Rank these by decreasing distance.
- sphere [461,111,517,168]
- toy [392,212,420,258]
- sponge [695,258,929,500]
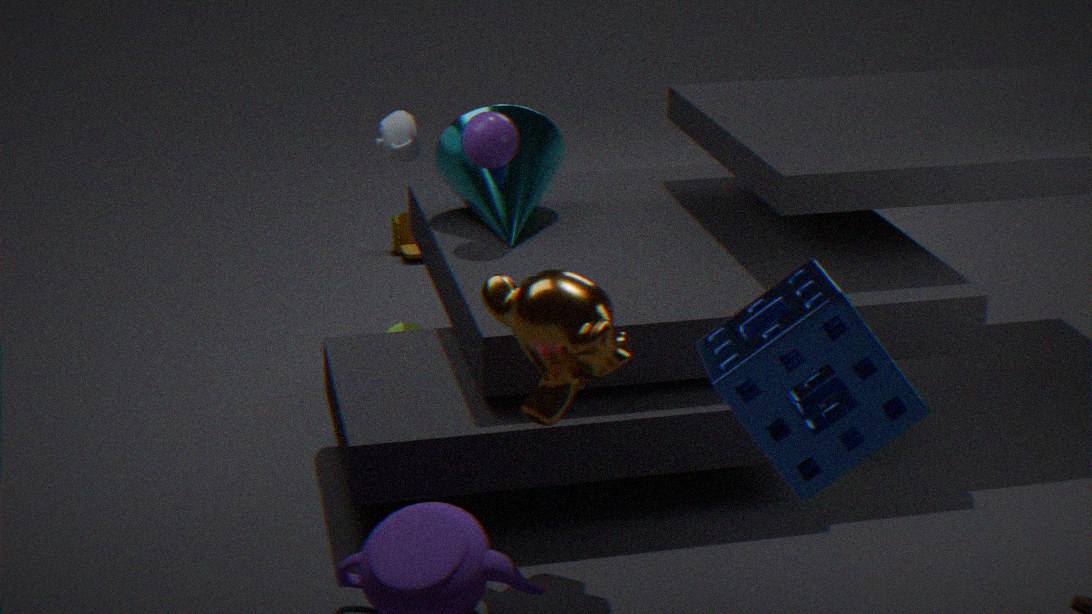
toy [392,212,420,258] → sphere [461,111,517,168] → sponge [695,258,929,500]
